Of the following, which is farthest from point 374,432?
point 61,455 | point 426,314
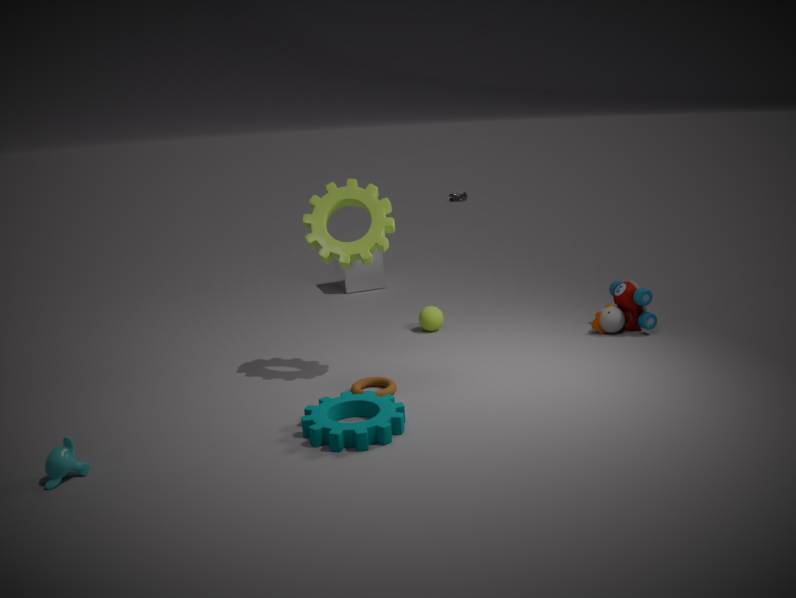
point 426,314
